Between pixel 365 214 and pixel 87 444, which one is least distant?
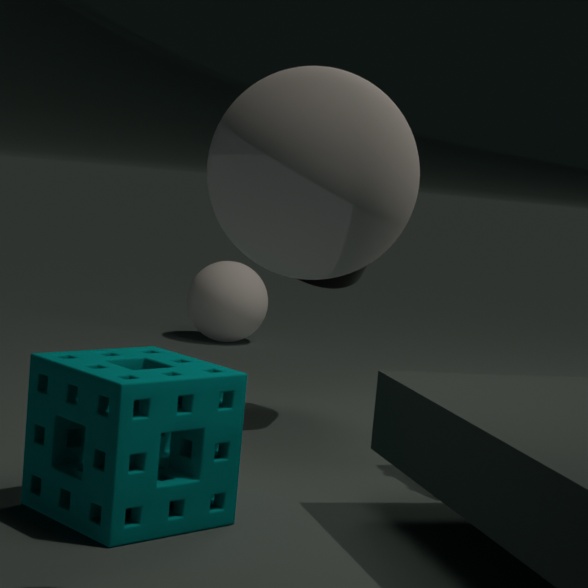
pixel 365 214
